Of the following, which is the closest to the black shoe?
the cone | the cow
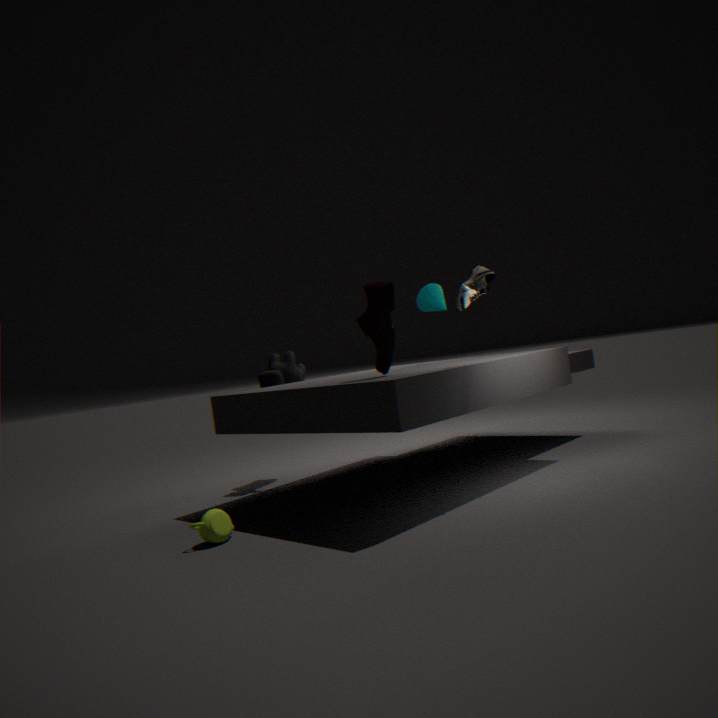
the cone
